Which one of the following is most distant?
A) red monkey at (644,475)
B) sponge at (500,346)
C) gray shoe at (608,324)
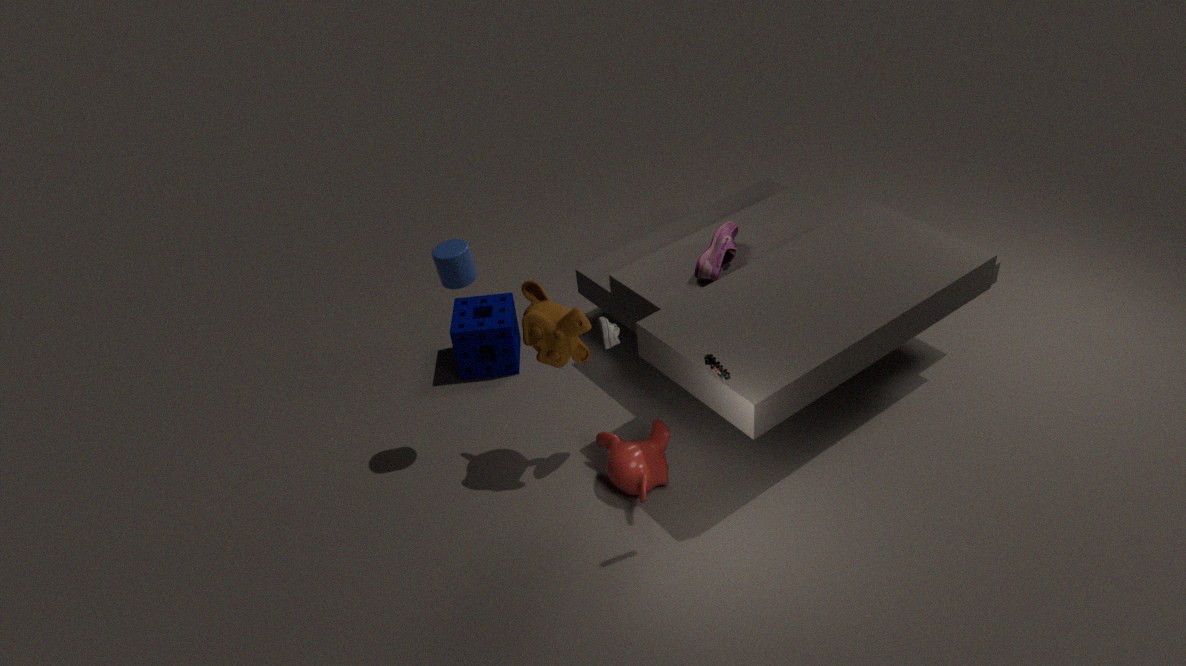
sponge at (500,346)
